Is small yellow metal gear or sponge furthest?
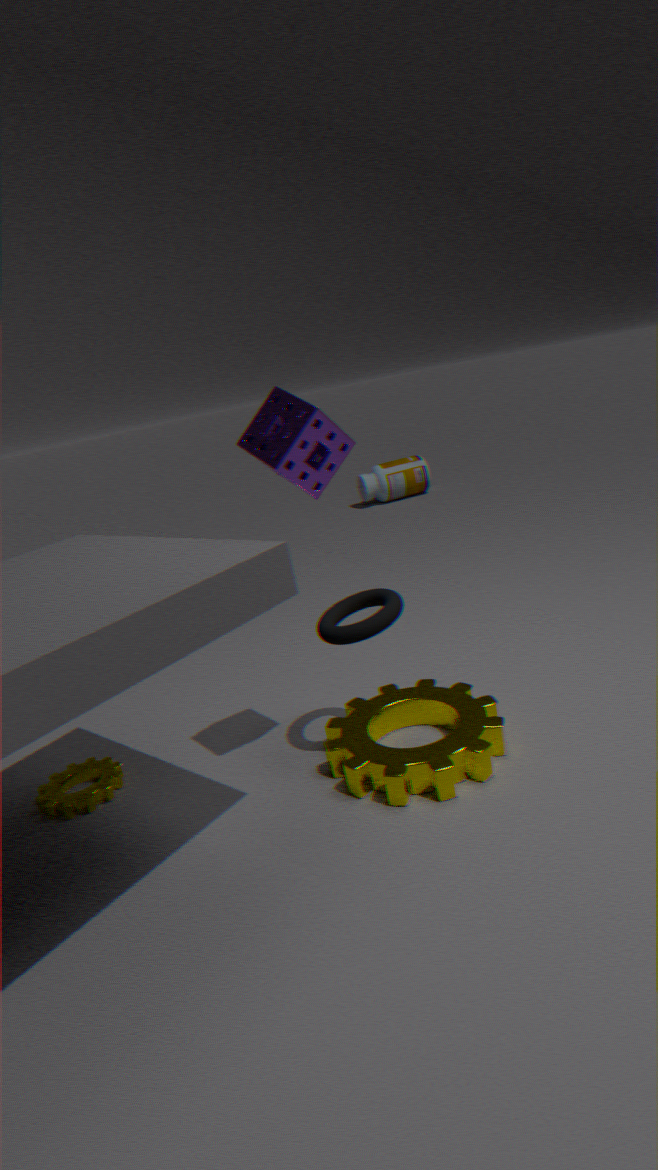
small yellow metal gear
